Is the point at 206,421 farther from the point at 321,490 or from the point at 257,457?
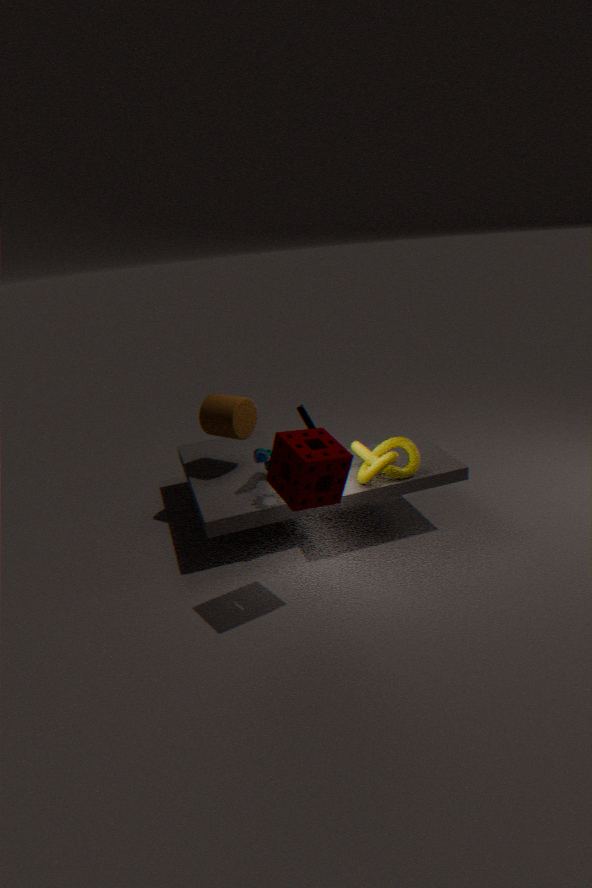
the point at 321,490
